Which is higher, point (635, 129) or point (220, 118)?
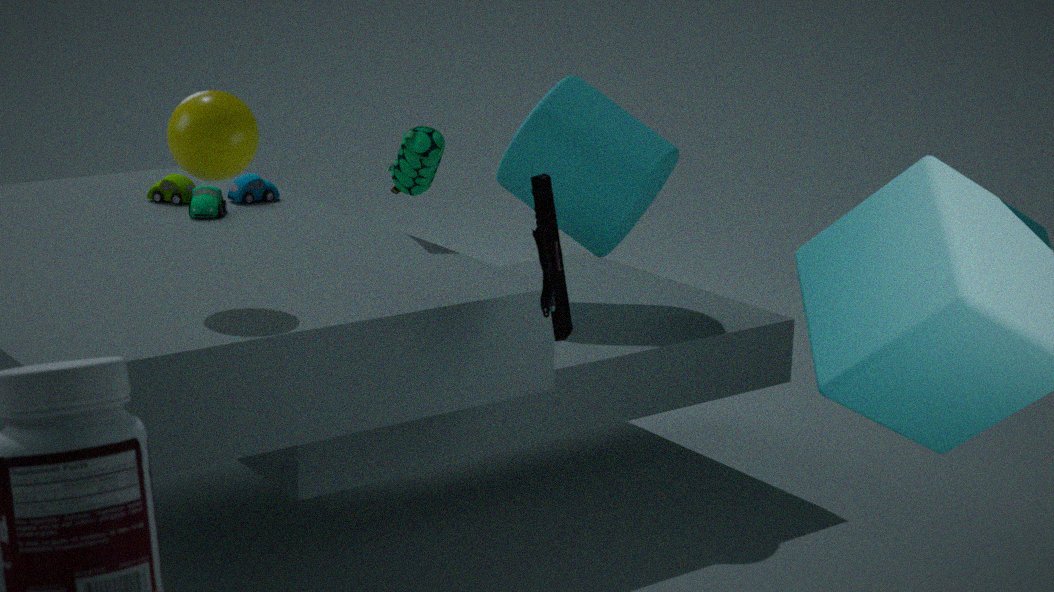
point (220, 118)
